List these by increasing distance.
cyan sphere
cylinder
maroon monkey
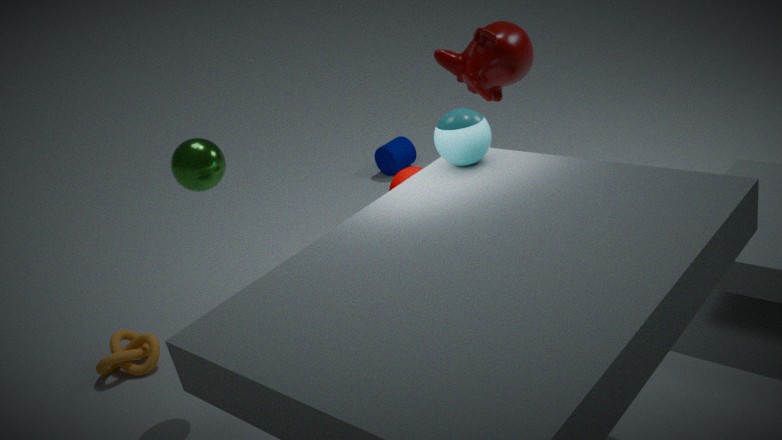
cyan sphere < maroon monkey < cylinder
